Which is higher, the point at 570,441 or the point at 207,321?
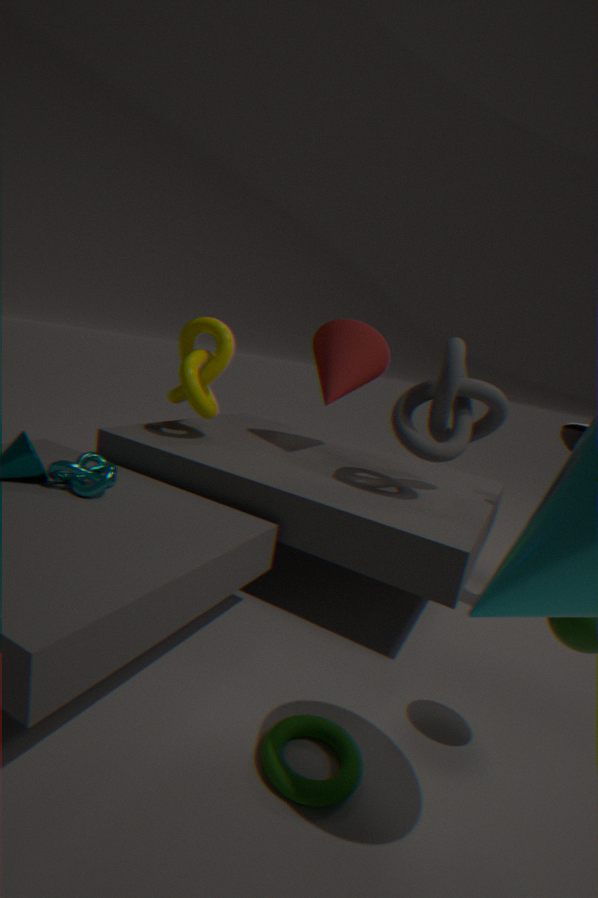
the point at 570,441
